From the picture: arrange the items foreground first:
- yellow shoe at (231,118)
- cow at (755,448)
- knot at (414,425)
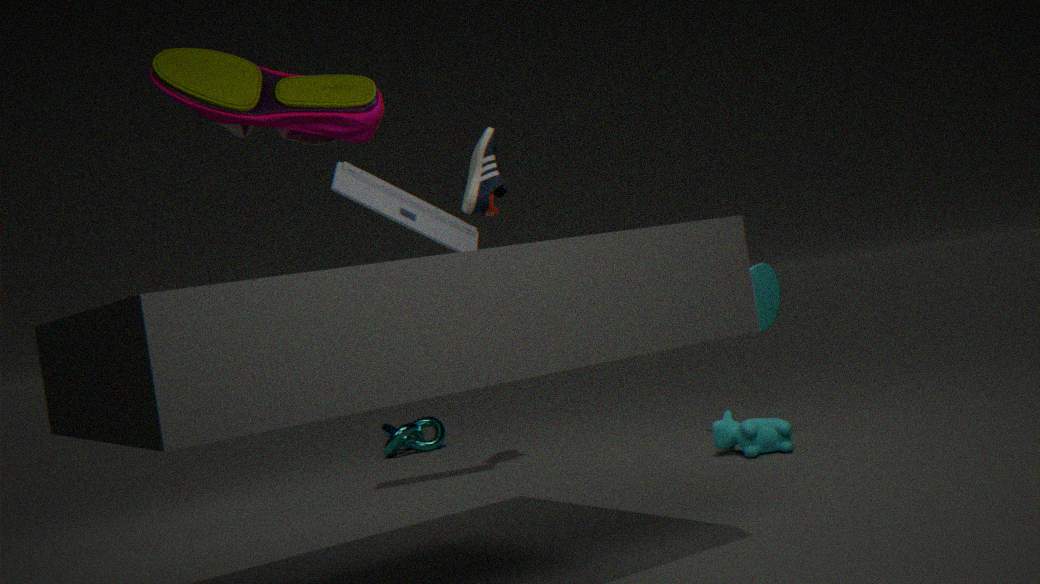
yellow shoe at (231,118) < cow at (755,448) < knot at (414,425)
